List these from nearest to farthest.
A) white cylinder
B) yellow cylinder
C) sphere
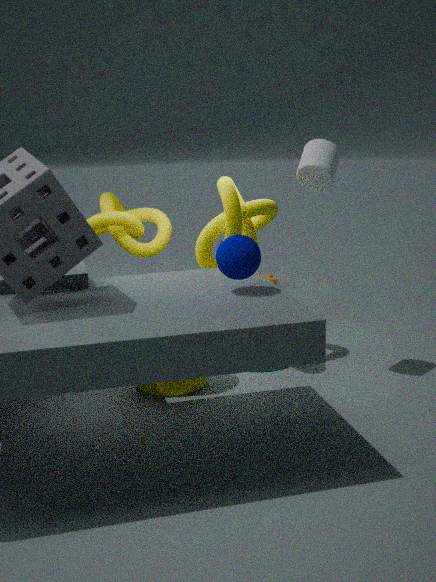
sphere, white cylinder, yellow cylinder
